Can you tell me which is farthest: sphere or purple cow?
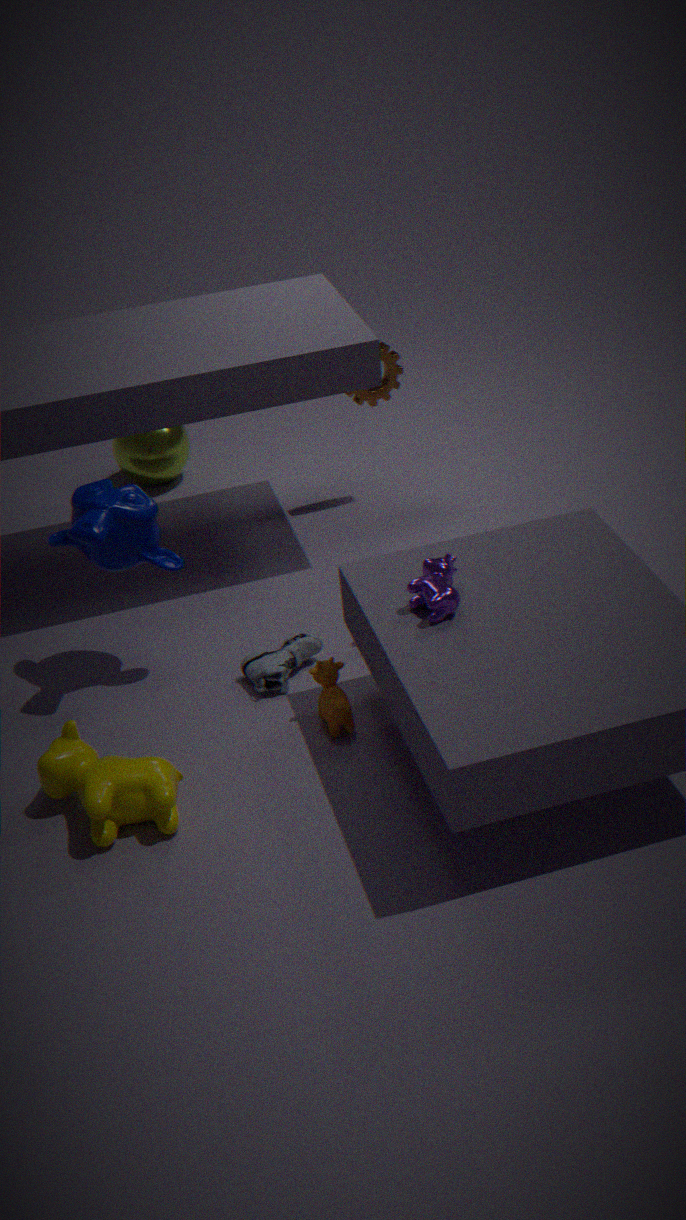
sphere
